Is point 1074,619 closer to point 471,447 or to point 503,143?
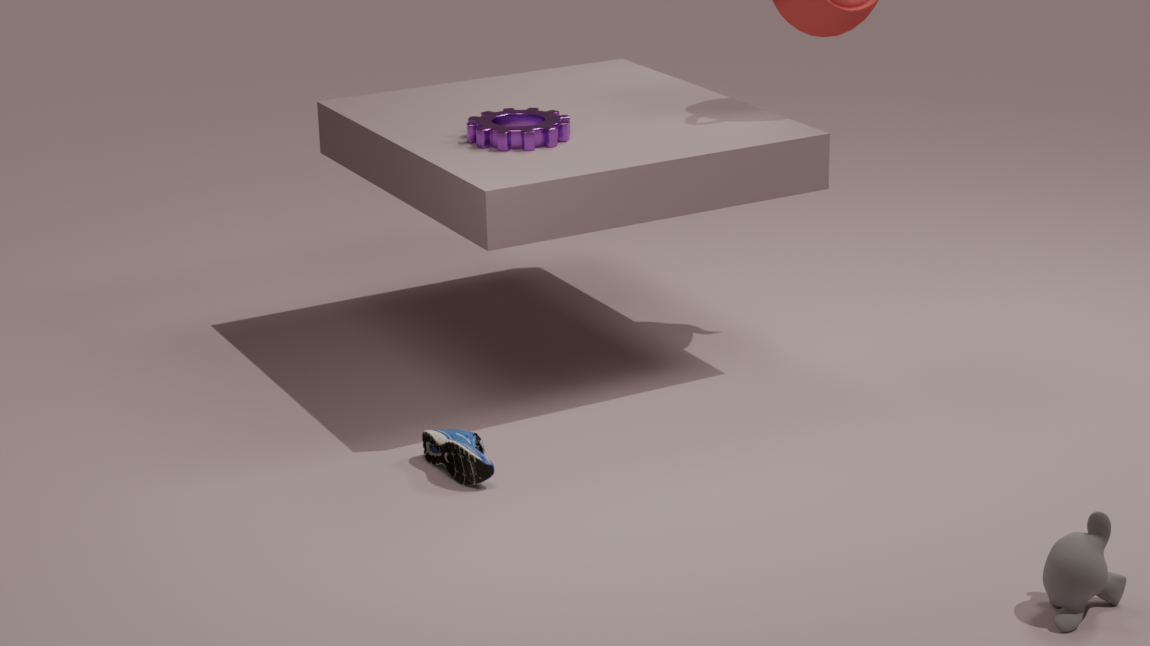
point 471,447
